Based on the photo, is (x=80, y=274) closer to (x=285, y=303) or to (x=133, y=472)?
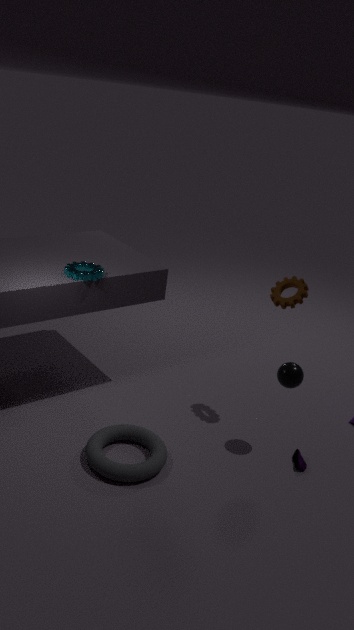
(x=133, y=472)
